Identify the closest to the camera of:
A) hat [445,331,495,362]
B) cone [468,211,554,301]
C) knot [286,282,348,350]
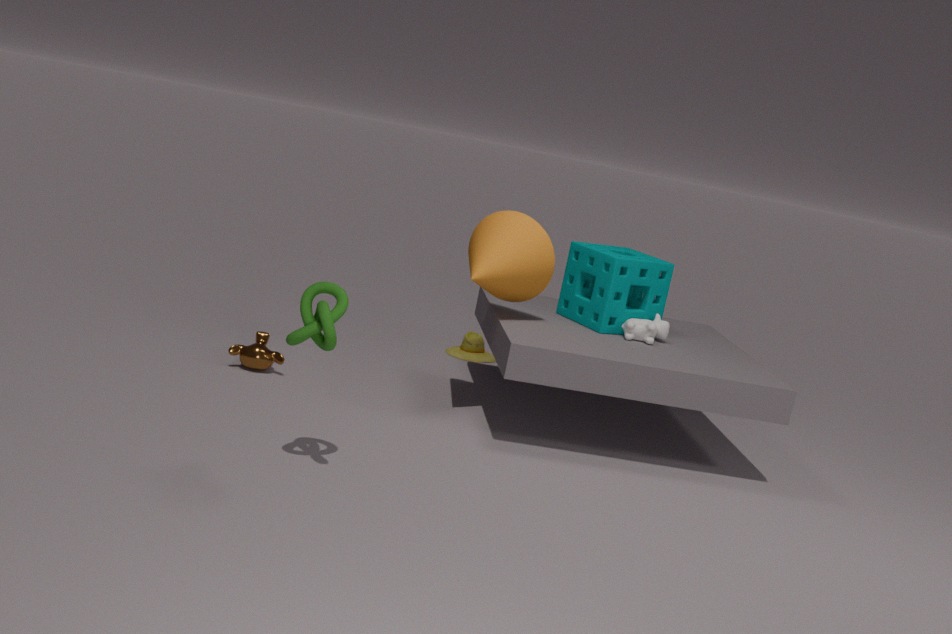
knot [286,282,348,350]
